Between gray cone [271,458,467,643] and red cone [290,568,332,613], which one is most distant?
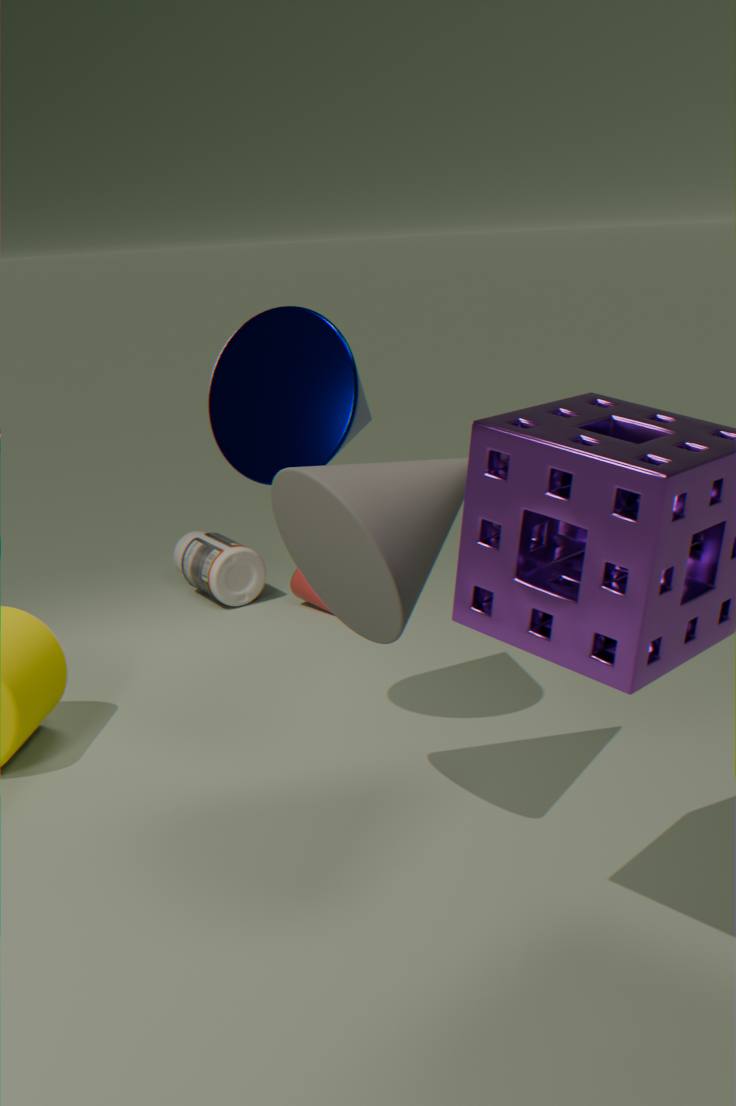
red cone [290,568,332,613]
